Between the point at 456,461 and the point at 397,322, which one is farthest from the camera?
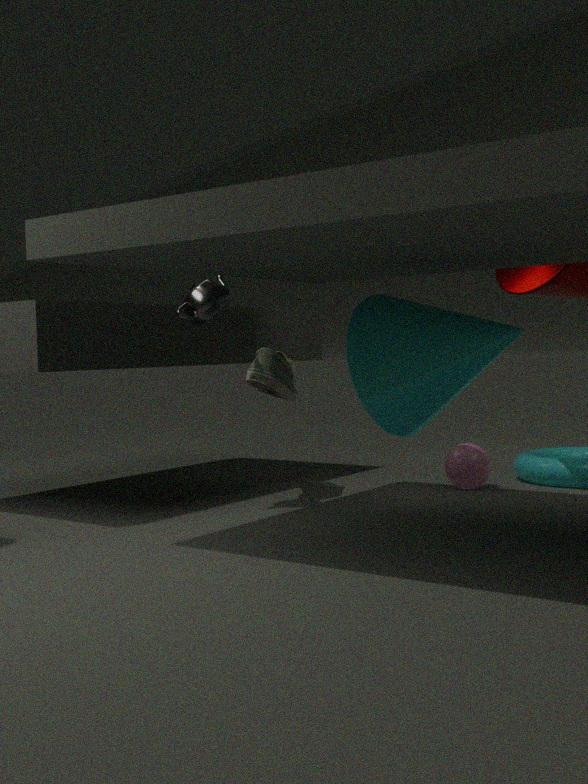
the point at 456,461
